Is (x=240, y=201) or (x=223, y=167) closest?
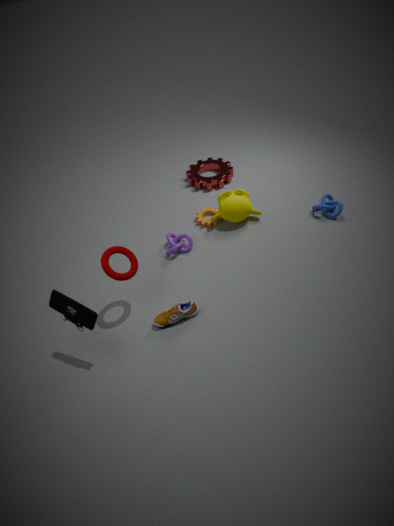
(x=240, y=201)
